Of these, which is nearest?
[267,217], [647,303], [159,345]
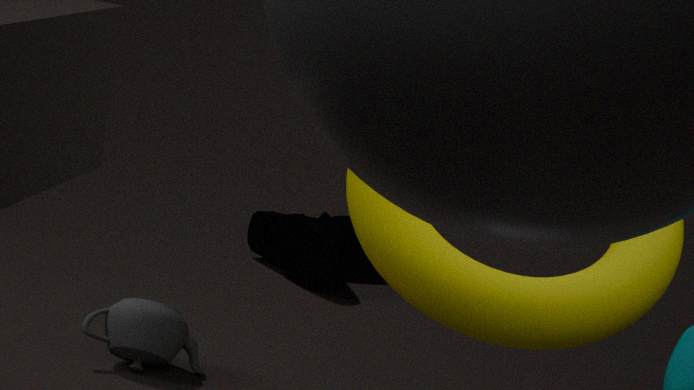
[647,303]
